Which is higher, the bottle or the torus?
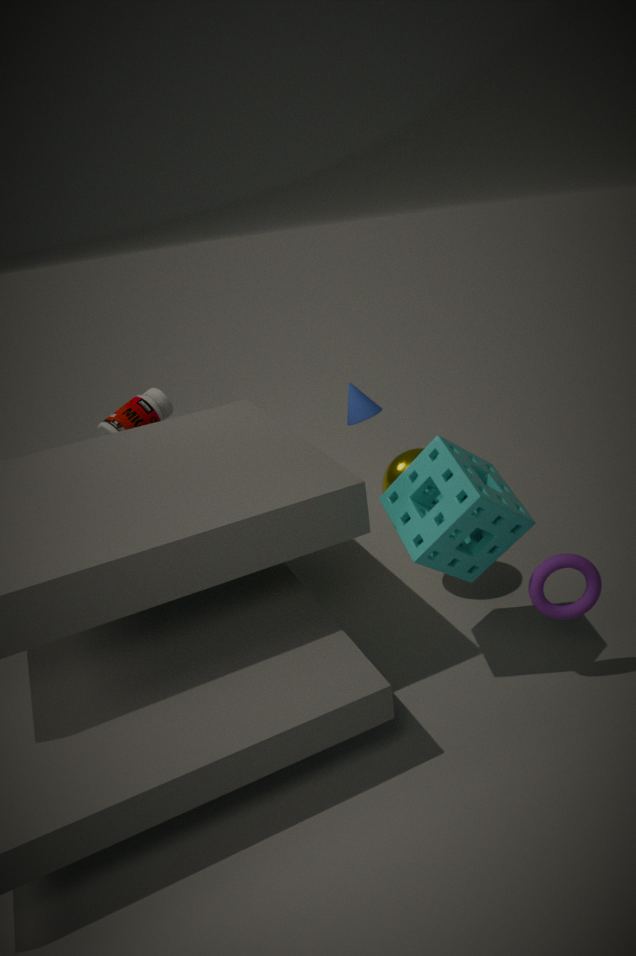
the bottle
